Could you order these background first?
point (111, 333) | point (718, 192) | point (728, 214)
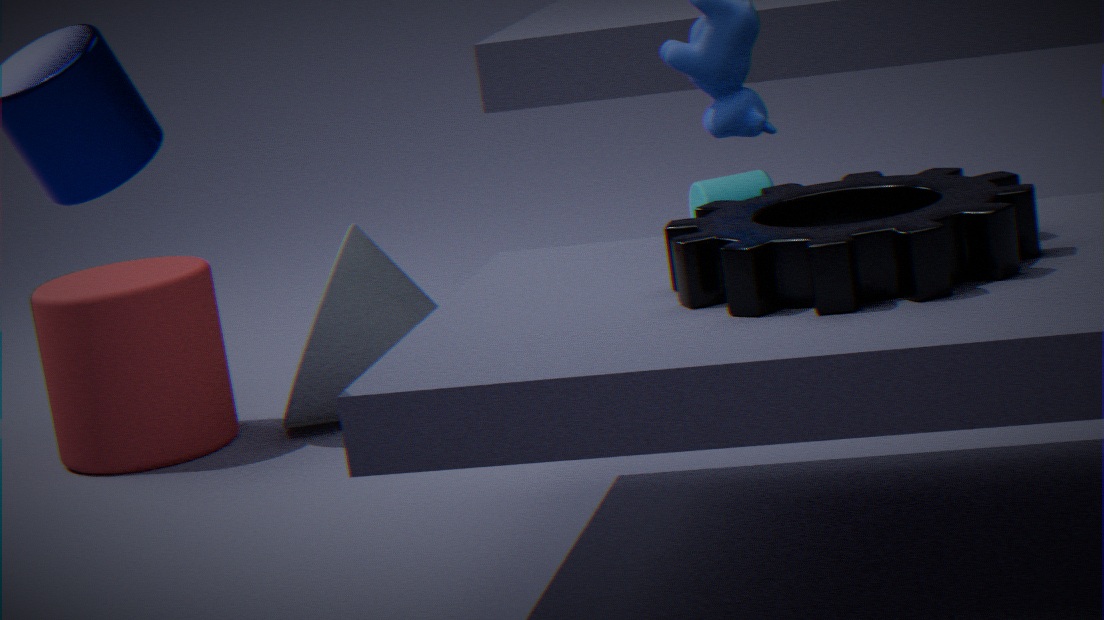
point (718, 192), point (111, 333), point (728, 214)
